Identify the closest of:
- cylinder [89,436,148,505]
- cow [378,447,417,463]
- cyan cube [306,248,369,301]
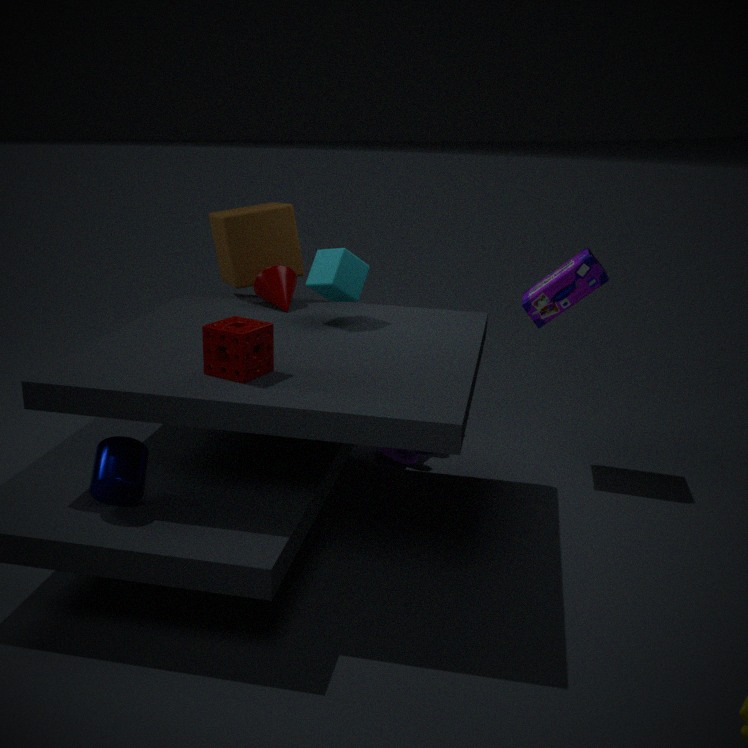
cylinder [89,436,148,505]
